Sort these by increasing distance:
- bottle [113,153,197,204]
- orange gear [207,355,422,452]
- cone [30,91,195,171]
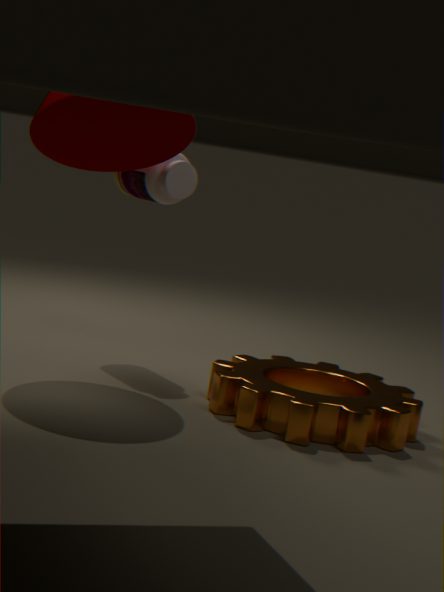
orange gear [207,355,422,452], cone [30,91,195,171], bottle [113,153,197,204]
